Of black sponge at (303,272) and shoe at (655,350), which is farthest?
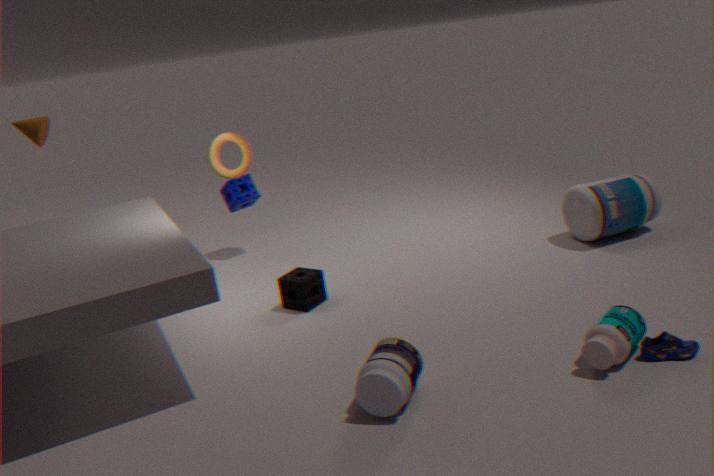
black sponge at (303,272)
